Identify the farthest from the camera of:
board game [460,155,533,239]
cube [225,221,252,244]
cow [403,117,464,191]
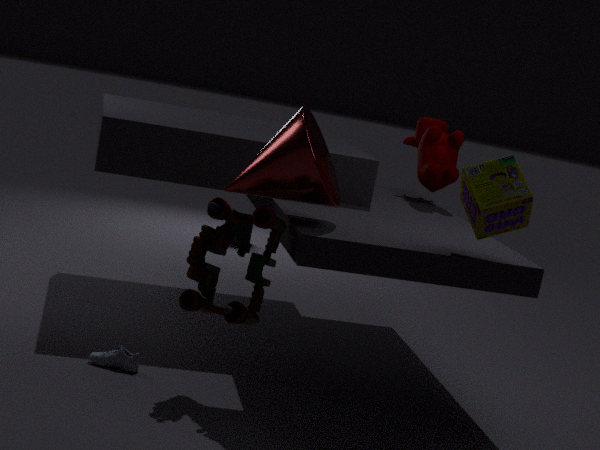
cube [225,221,252,244]
